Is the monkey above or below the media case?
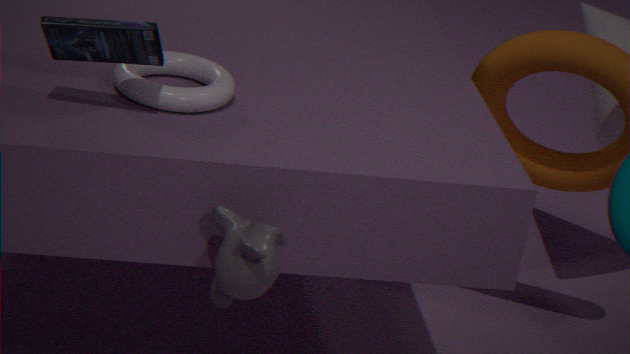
below
